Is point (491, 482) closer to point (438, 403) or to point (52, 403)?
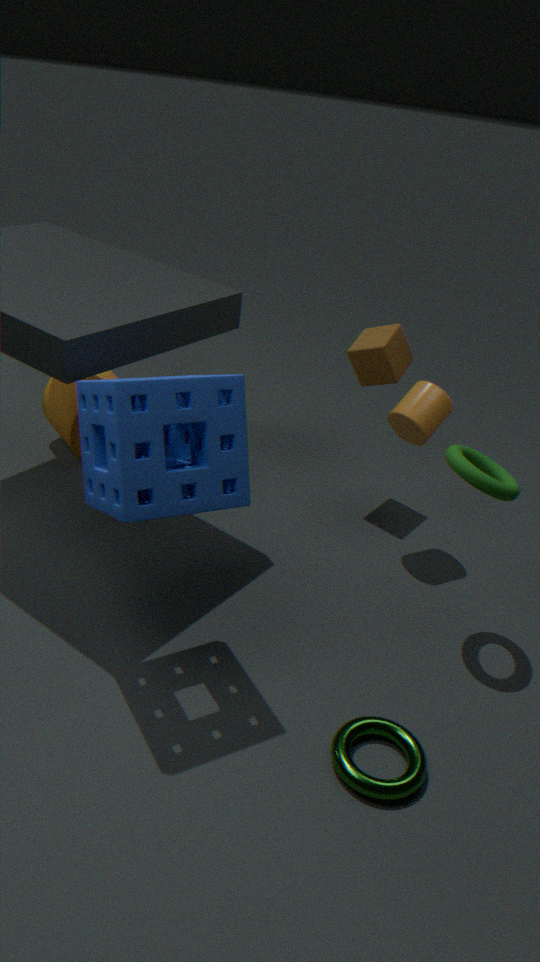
point (438, 403)
